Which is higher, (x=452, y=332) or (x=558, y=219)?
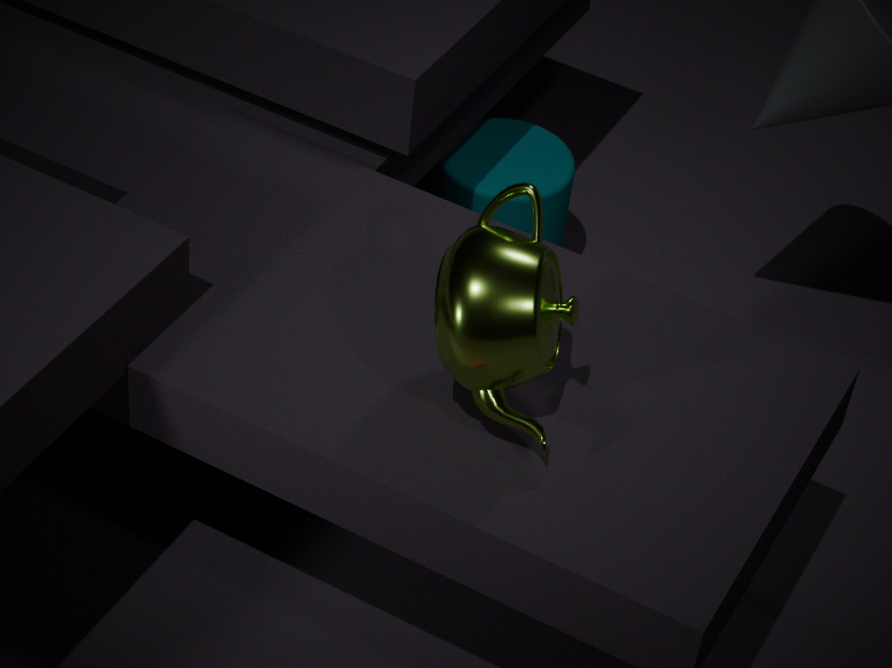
(x=452, y=332)
